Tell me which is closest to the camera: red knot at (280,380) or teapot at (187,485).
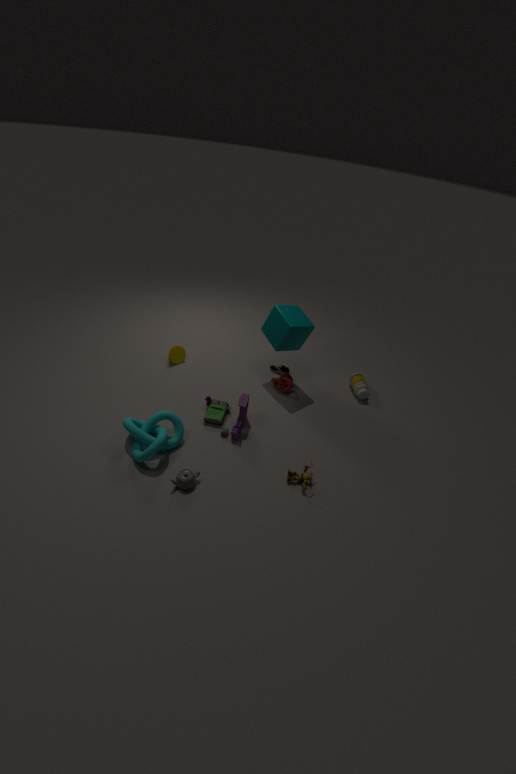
teapot at (187,485)
